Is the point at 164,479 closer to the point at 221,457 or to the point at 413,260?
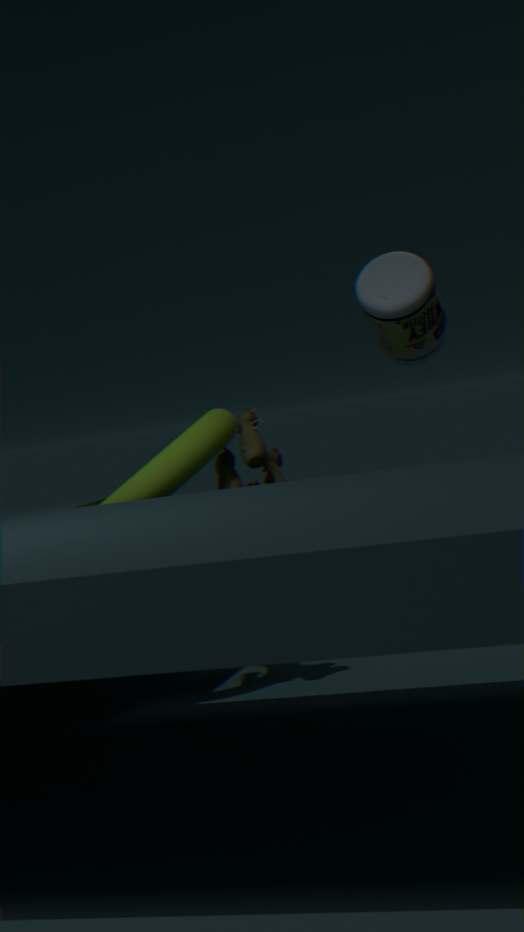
the point at 221,457
